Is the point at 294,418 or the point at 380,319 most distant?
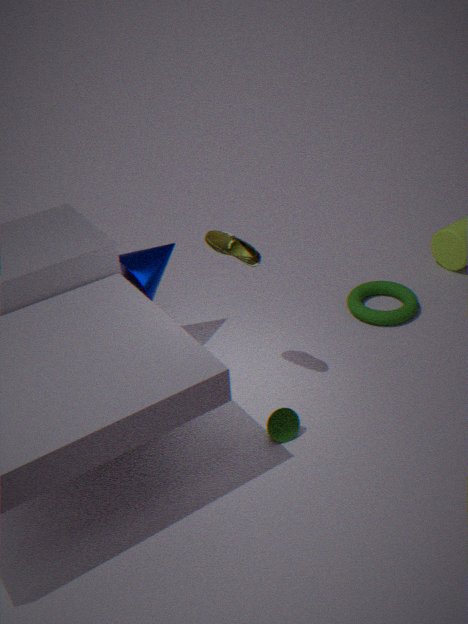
the point at 380,319
